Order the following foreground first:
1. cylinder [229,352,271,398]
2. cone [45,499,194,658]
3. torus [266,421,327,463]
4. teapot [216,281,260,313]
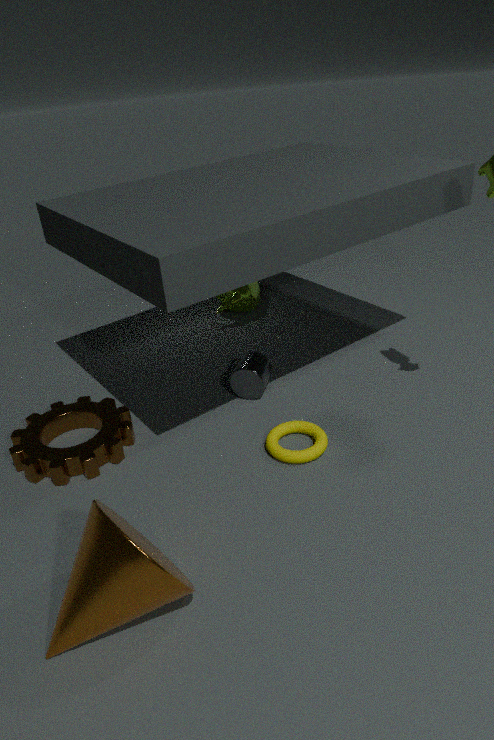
cone [45,499,194,658] → torus [266,421,327,463] → cylinder [229,352,271,398] → teapot [216,281,260,313]
